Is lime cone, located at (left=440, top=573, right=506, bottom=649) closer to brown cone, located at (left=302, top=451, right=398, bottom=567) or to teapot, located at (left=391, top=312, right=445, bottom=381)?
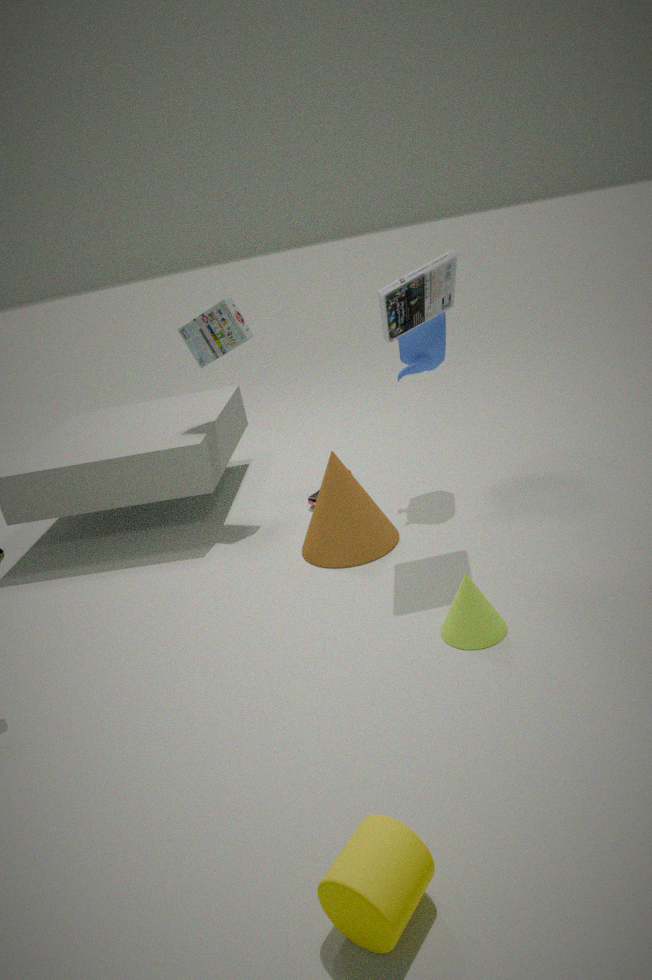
brown cone, located at (left=302, top=451, right=398, bottom=567)
